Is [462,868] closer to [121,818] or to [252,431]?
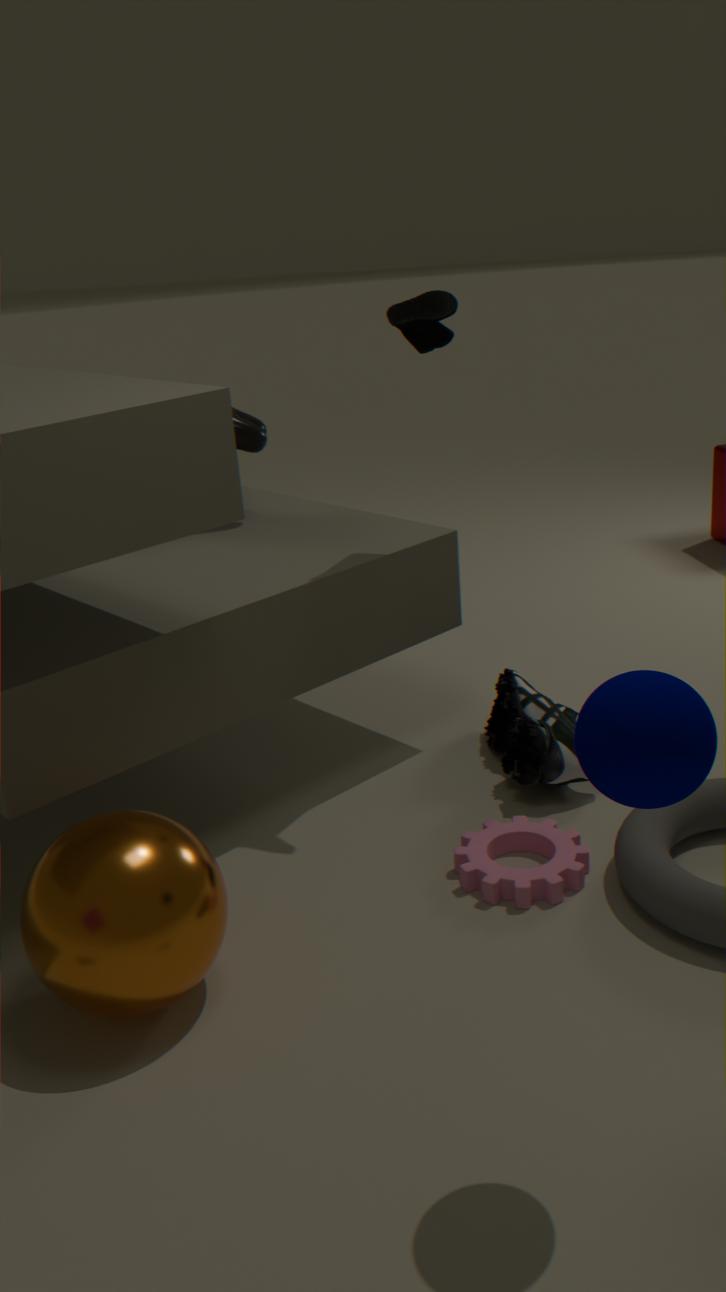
[121,818]
